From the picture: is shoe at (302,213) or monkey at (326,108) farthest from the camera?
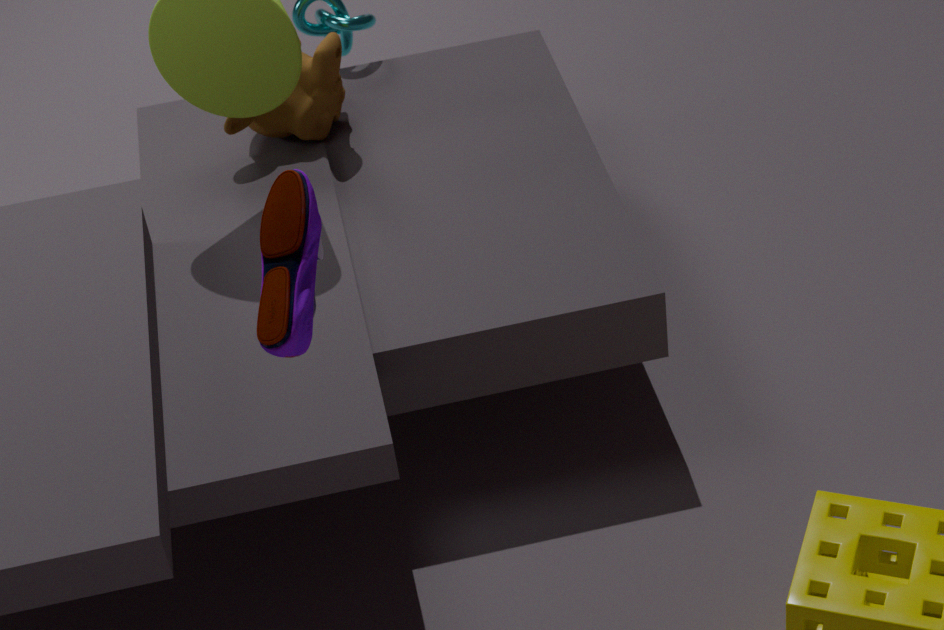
Answer: monkey at (326,108)
